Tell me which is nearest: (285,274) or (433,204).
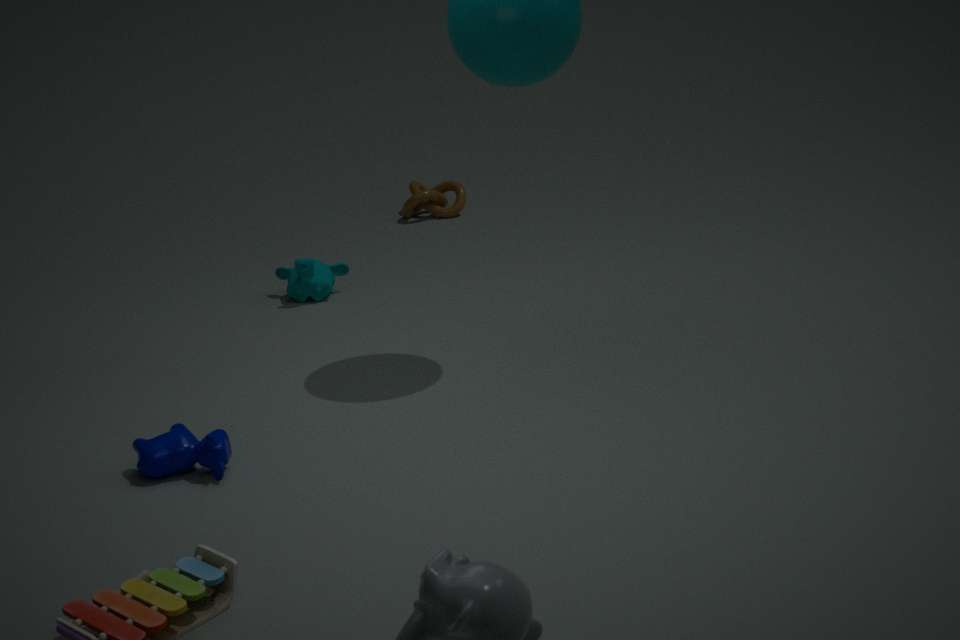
(285,274)
